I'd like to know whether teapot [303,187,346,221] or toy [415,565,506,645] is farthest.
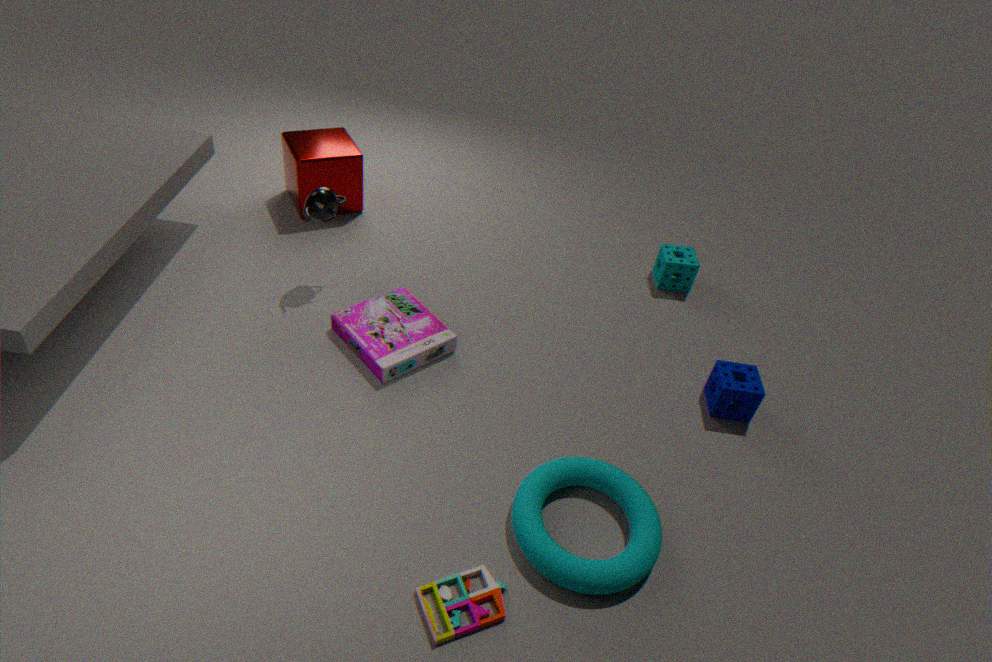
teapot [303,187,346,221]
